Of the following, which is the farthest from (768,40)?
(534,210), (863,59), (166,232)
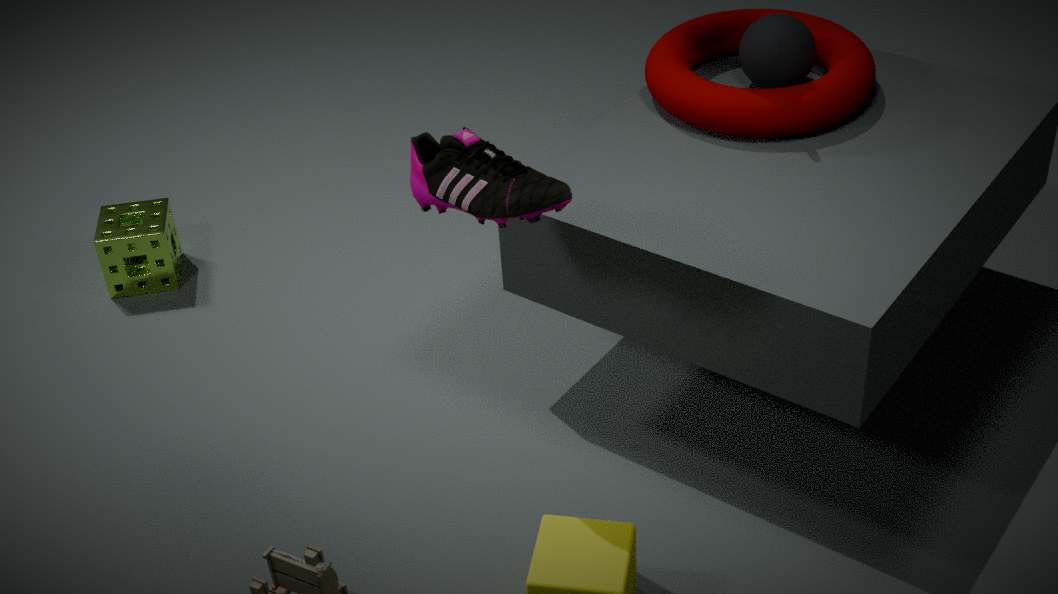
(166,232)
